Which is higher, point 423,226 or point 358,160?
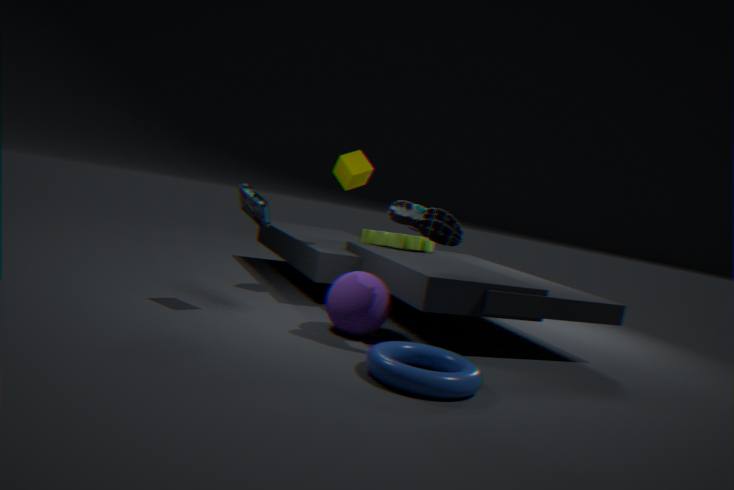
point 358,160
